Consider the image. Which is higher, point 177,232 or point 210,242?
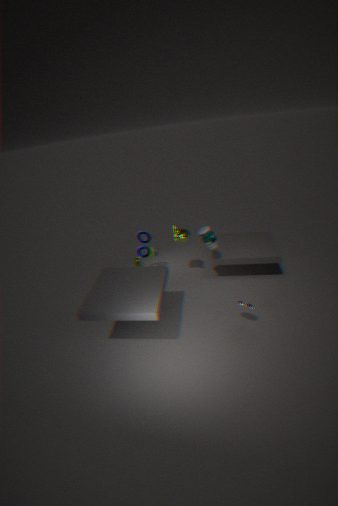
point 210,242
